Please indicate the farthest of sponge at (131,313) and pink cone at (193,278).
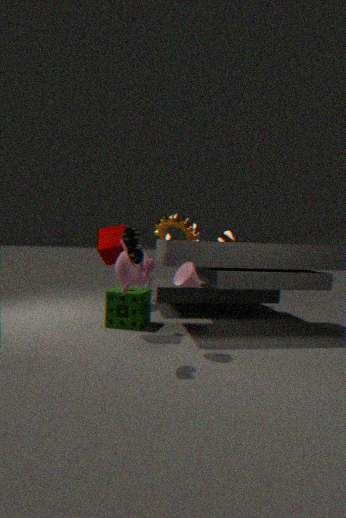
sponge at (131,313)
